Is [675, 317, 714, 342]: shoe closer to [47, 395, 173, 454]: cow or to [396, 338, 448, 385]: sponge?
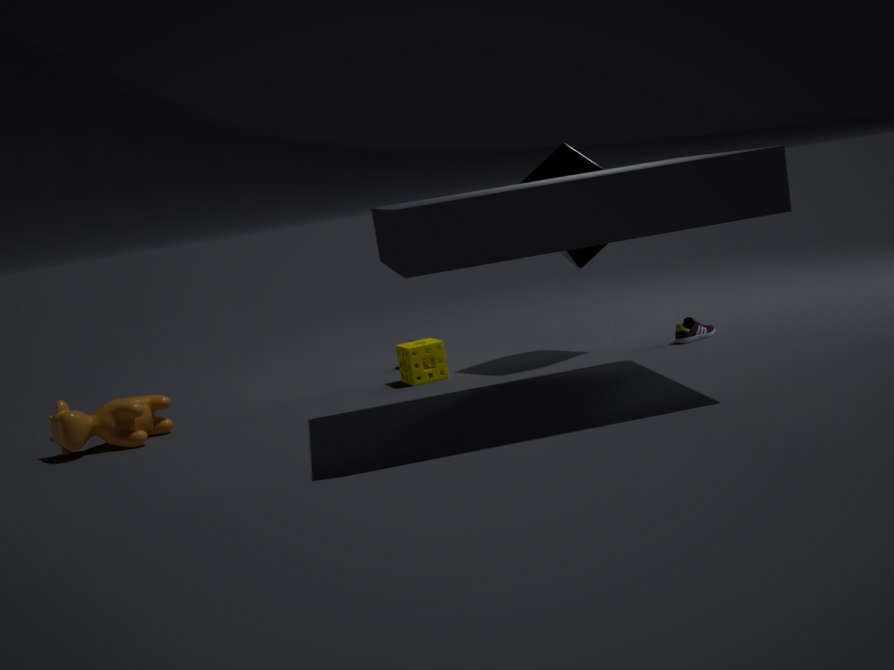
[396, 338, 448, 385]: sponge
